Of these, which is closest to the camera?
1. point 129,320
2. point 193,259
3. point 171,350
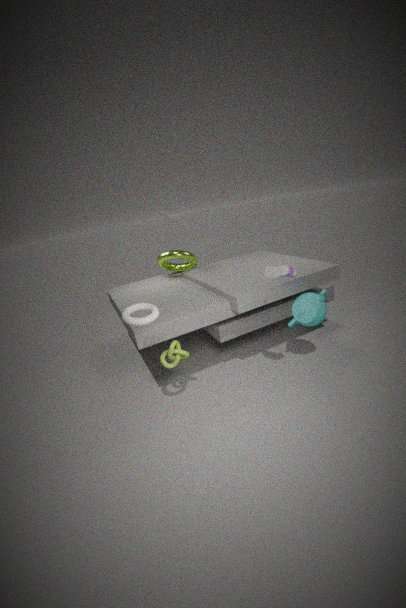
point 129,320
